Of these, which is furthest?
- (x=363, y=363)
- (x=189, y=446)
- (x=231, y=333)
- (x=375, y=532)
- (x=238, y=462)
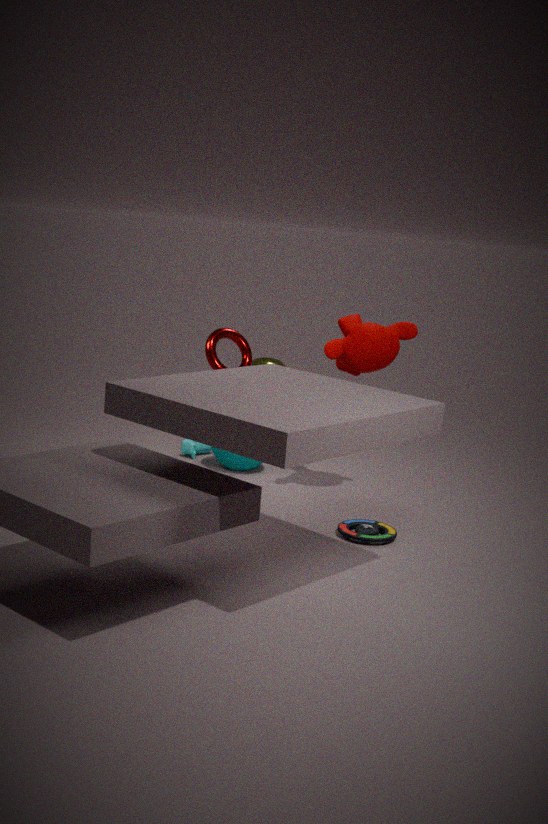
(x=189, y=446)
